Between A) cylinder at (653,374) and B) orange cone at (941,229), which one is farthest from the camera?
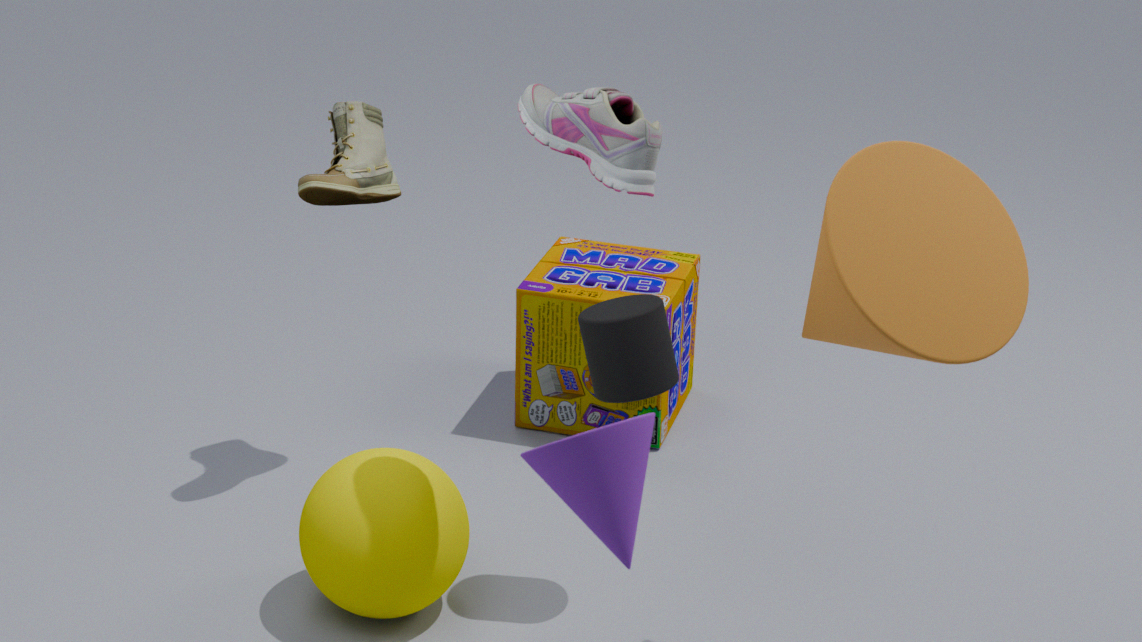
A. cylinder at (653,374)
